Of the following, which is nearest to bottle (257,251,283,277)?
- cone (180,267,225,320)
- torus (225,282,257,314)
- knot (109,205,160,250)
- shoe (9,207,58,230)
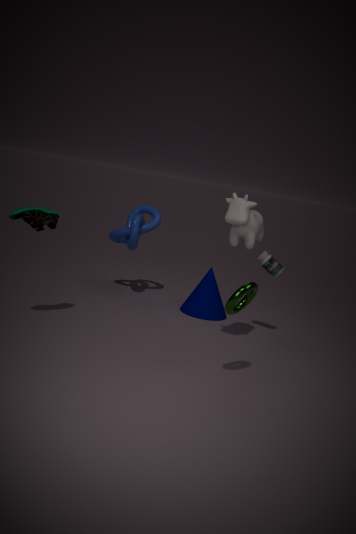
cone (180,267,225,320)
